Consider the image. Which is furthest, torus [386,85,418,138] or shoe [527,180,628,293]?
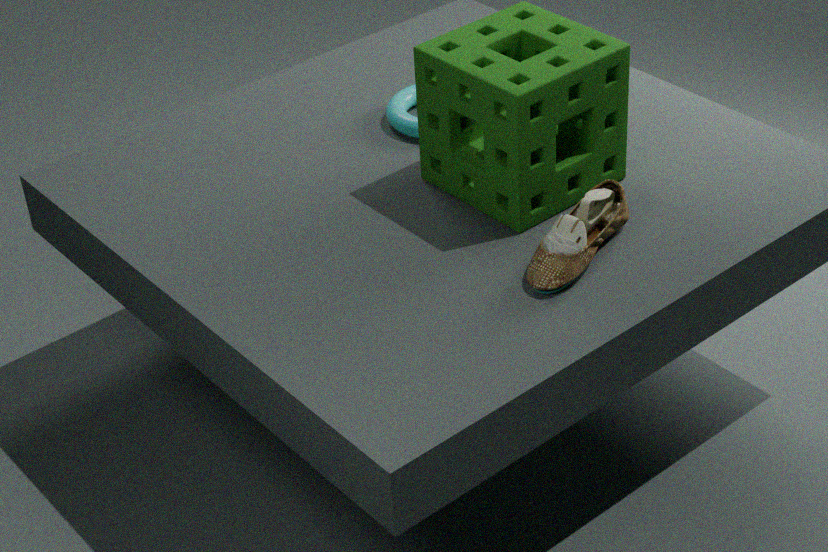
torus [386,85,418,138]
